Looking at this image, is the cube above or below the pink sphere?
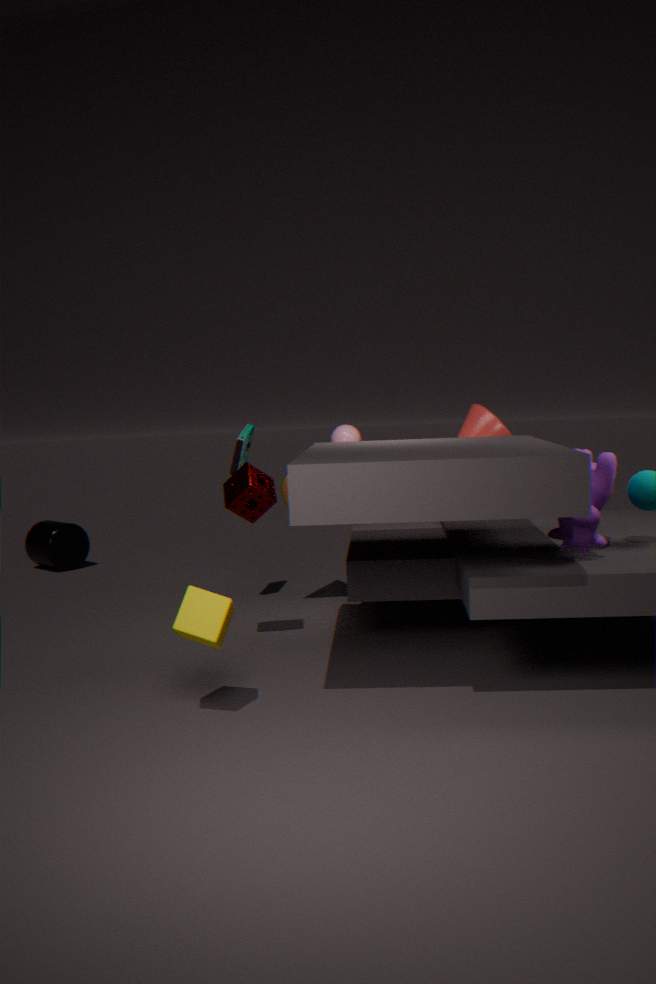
below
